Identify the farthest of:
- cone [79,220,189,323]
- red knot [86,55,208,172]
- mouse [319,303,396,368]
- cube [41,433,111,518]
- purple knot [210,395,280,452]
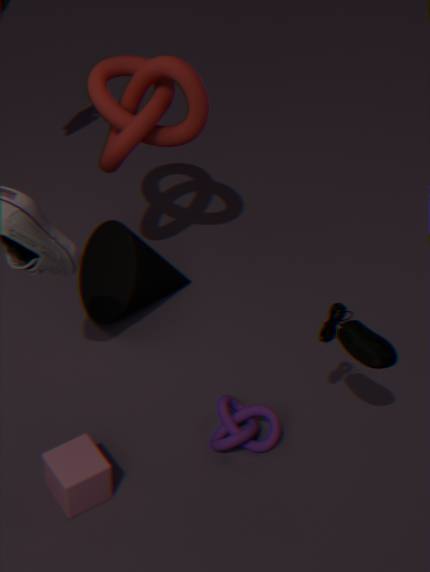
cone [79,220,189,323]
